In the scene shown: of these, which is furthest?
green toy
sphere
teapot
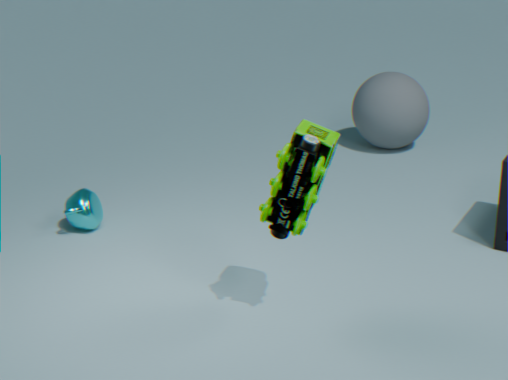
sphere
